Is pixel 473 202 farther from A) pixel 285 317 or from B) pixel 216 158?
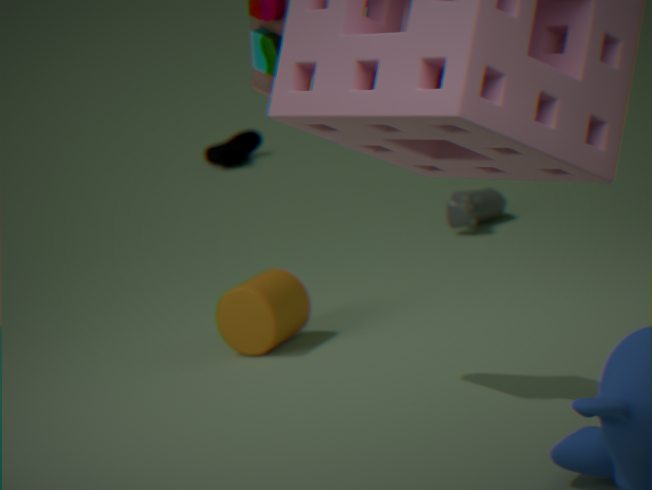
B) pixel 216 158
